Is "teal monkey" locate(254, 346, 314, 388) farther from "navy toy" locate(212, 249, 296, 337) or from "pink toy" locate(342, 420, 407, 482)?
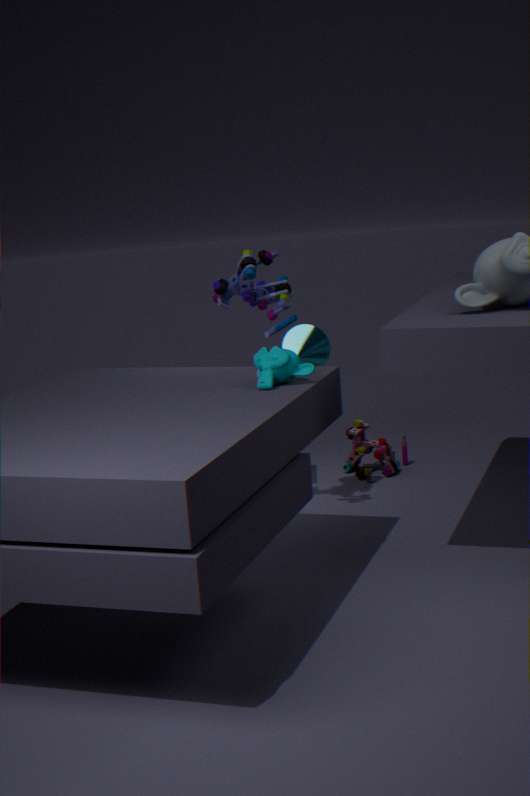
"pink toy" locate(342, 420, 407, 482)
